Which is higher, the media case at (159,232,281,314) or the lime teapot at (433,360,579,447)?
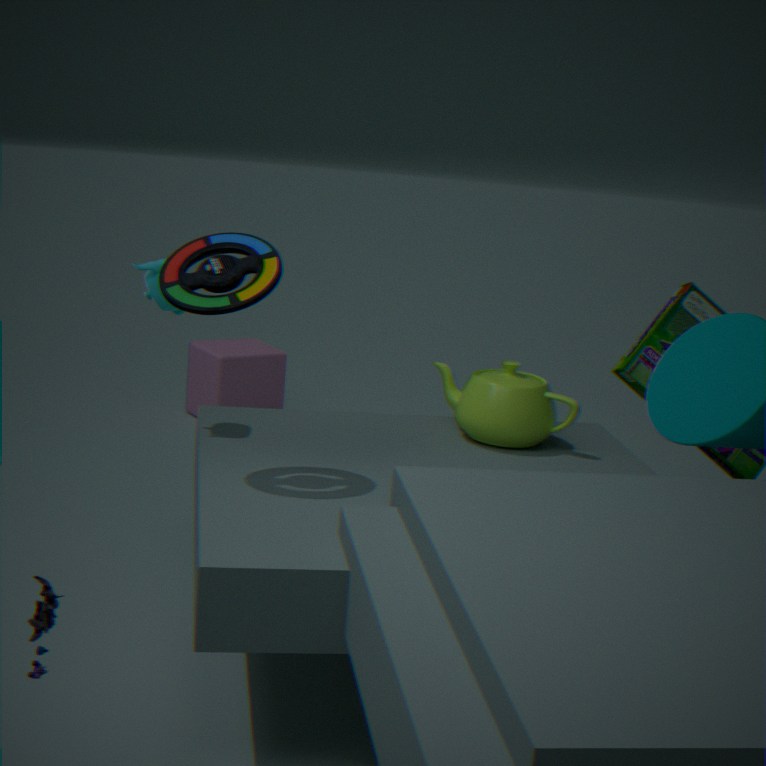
the media case at (159,232,281,314)
